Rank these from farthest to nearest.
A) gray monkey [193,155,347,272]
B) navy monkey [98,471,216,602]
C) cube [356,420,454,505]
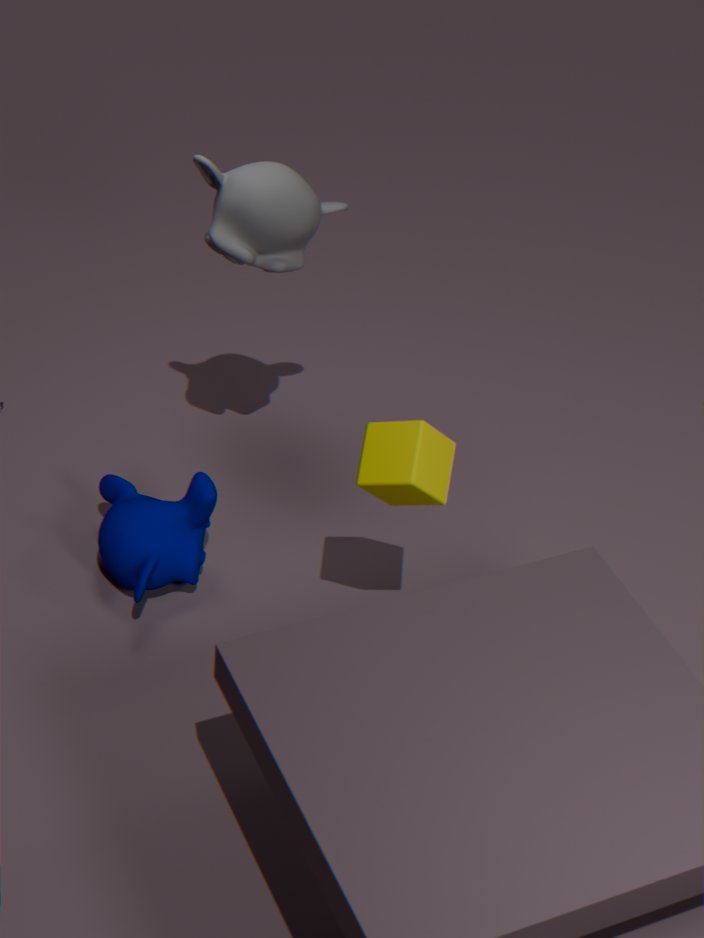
navy monkey [98,471,216,602] < gray monkey [193,155,347,272] < cube [356,420,454,505]
